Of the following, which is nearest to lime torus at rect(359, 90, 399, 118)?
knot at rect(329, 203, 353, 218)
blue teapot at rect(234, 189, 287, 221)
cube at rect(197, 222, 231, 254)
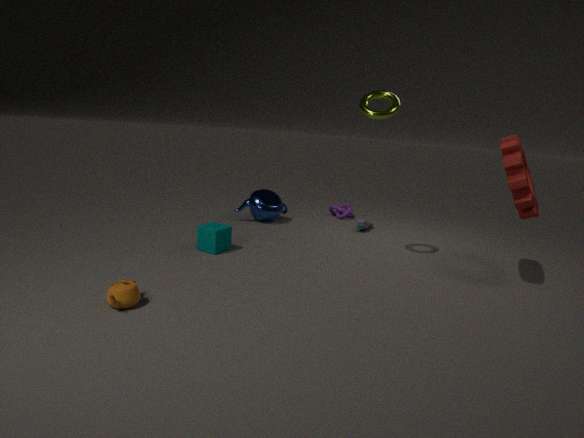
cube at rect(197, 222, 231, 254)
